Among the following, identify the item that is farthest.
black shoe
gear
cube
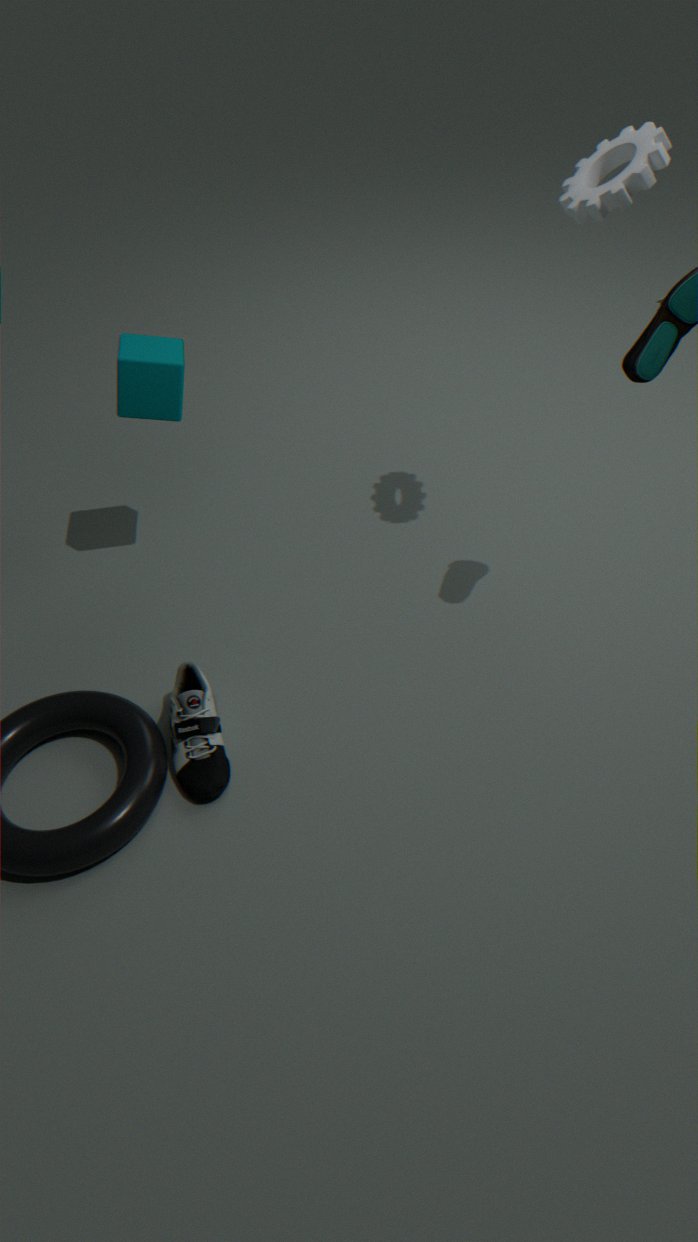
cube
